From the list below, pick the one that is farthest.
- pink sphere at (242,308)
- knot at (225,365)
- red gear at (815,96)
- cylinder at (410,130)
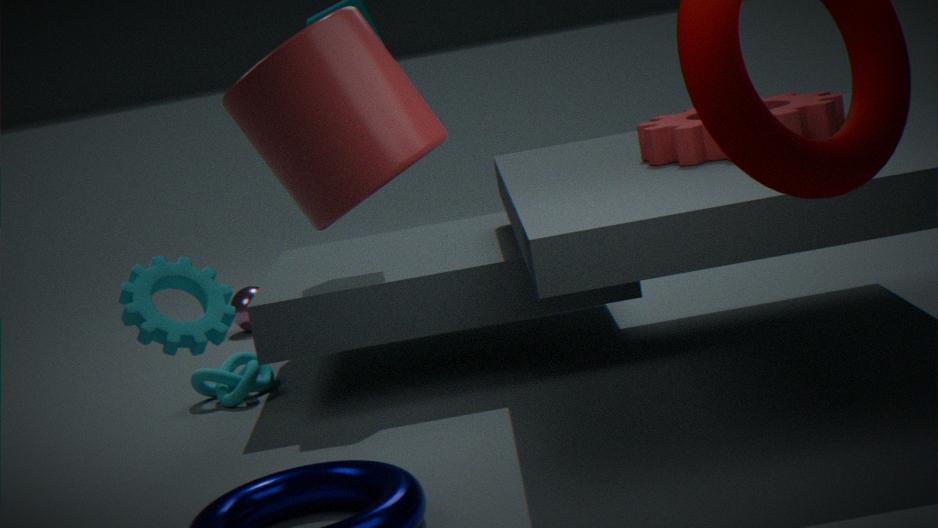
pink sphere at (242,308)
